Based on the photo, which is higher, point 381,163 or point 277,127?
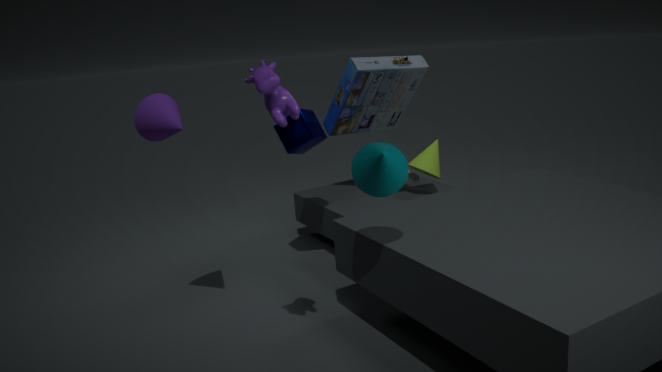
point 381,163
